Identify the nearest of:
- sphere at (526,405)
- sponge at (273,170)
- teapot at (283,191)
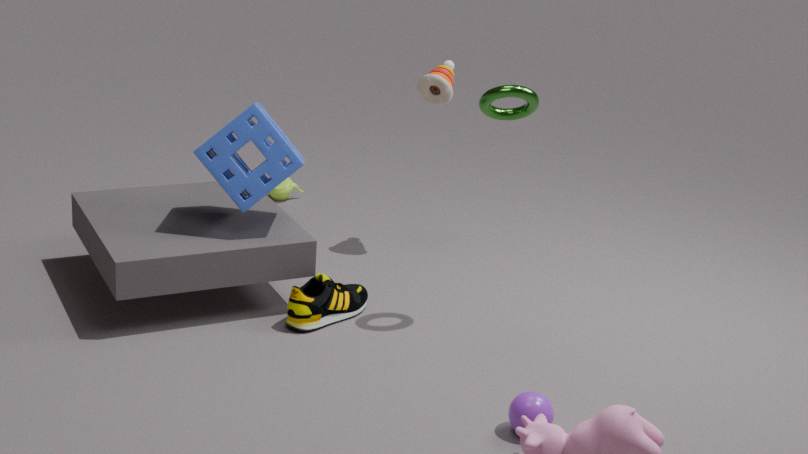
sphere at (526,405)
